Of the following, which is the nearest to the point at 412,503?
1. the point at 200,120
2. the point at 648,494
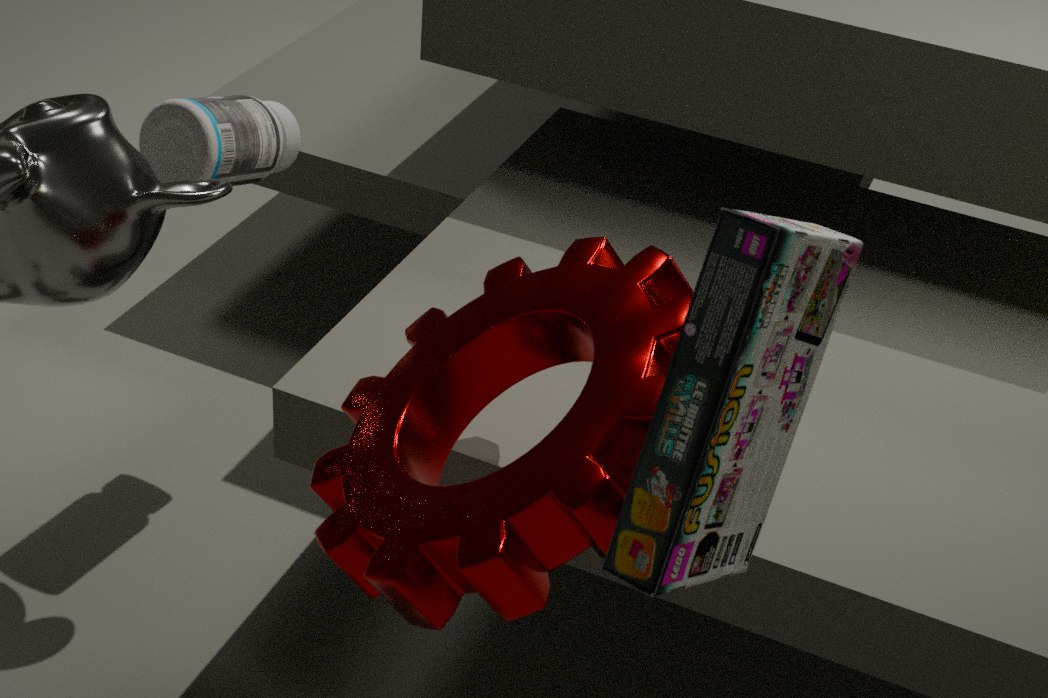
the point at 648,494
